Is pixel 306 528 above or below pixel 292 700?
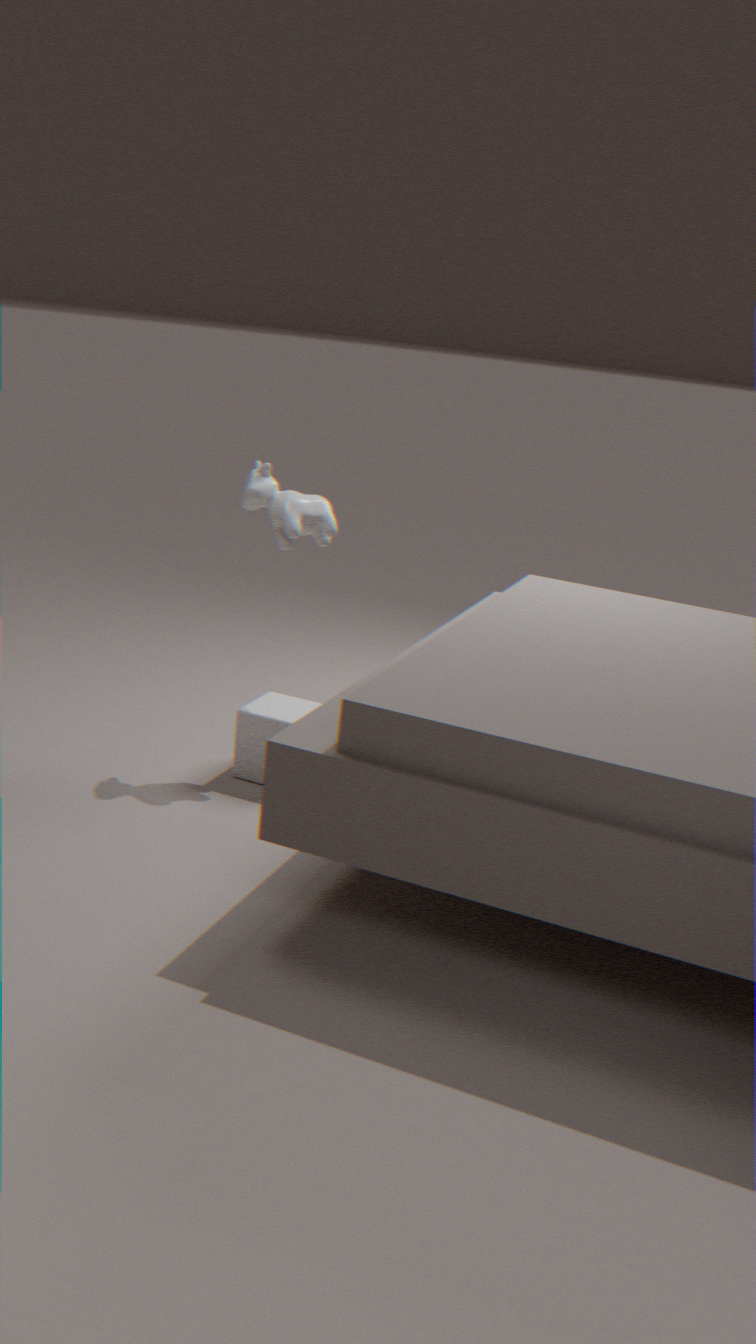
above
